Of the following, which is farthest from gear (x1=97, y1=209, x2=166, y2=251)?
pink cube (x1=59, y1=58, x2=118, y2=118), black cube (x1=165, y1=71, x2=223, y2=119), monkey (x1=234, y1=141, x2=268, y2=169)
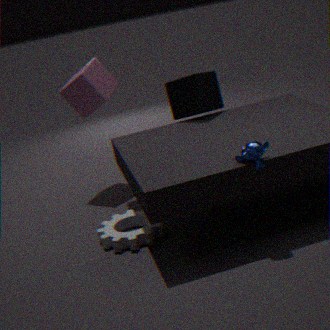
pink cube (x1=59, y1=58, x2=118, y2=118)
